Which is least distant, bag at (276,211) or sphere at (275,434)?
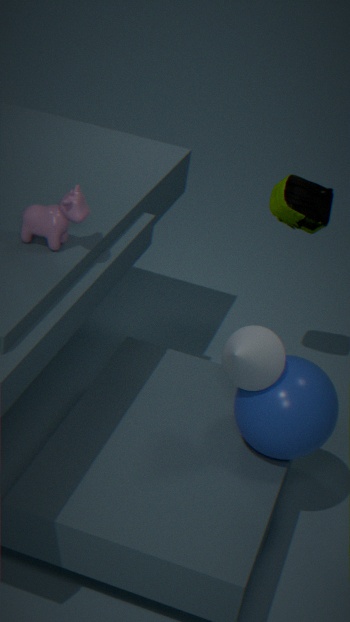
sphere at (275,434)
